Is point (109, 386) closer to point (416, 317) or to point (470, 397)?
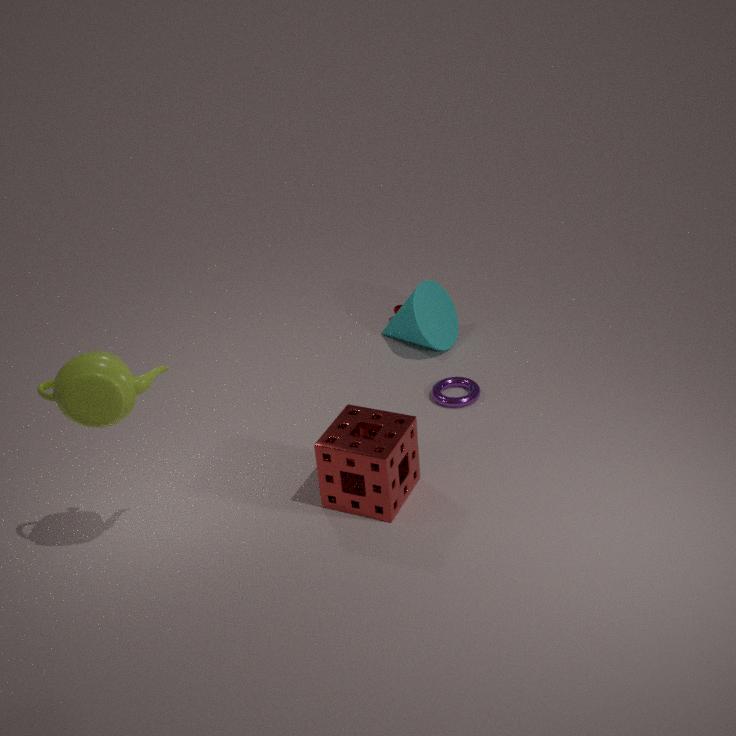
point (470, 397)
